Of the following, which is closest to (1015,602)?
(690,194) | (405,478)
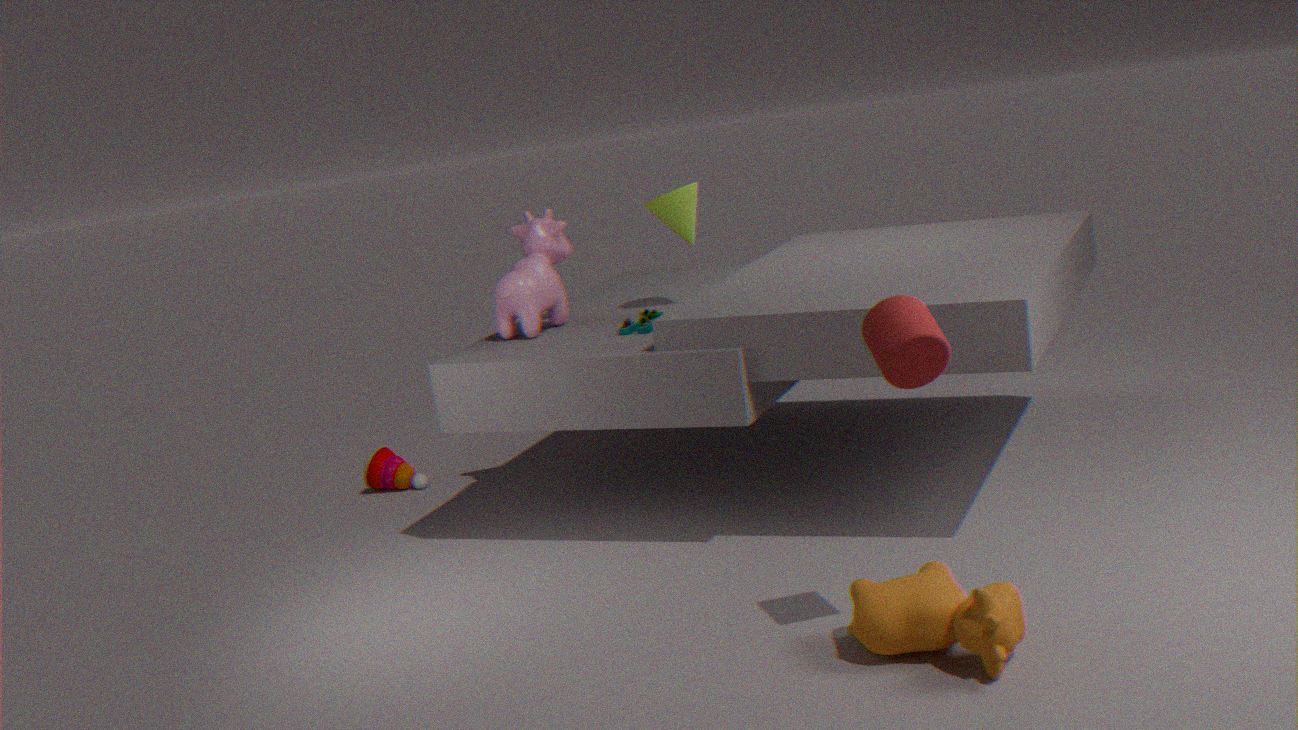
(690,194)
